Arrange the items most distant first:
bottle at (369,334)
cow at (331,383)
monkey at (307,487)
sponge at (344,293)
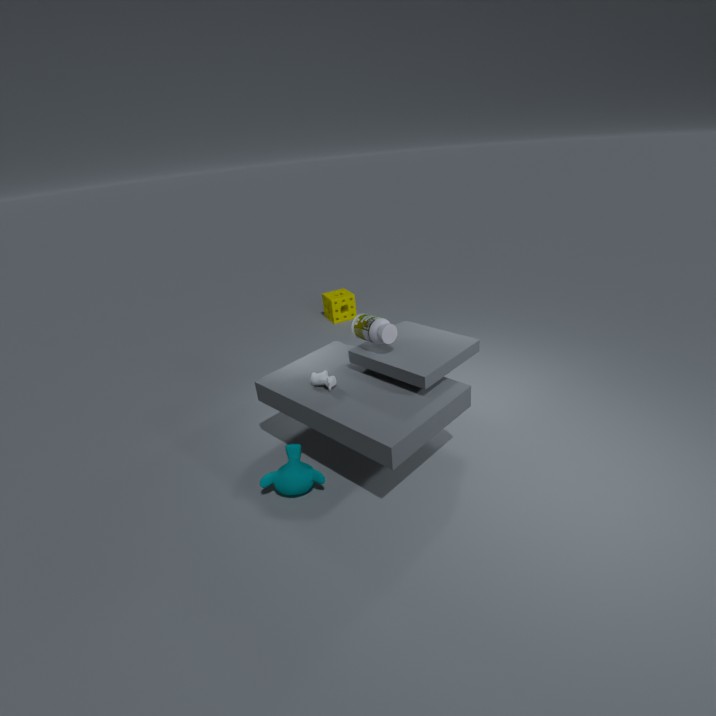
1. sponge at (344,293)
2. cow at (331,383)
3. bottle at (369,334)
4. monkey at (307,487)
